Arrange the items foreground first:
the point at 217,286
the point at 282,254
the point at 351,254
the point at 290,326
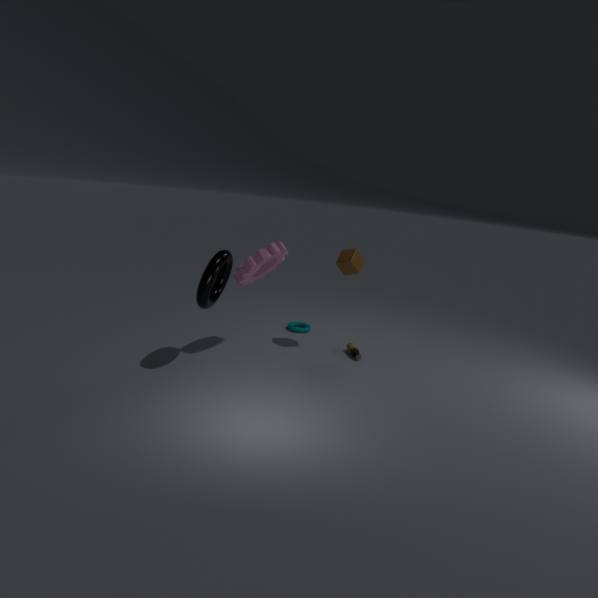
the point at 217,286 → the point at 282,254 → the point at 351,254 → the point at 290,326
